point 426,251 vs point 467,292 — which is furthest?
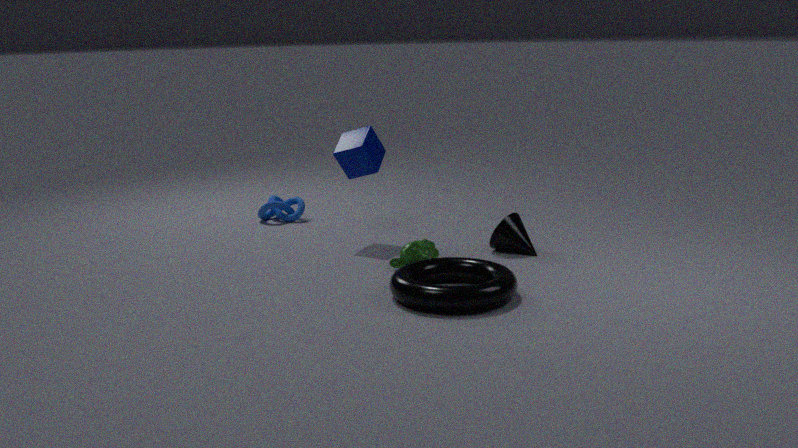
point 426,251
